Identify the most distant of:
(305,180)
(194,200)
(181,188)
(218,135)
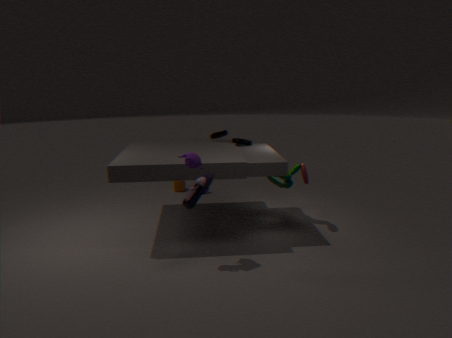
(181,188)
